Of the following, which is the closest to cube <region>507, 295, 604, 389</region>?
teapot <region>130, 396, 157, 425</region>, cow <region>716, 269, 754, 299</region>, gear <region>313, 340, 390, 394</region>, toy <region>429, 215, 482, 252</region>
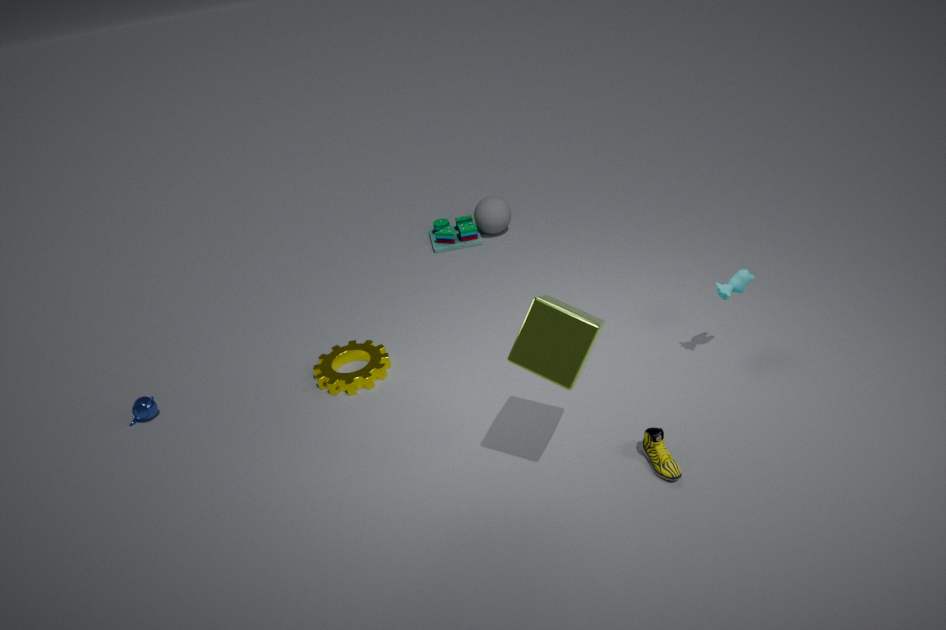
cow <region>716, 269, 754, 299</region>
